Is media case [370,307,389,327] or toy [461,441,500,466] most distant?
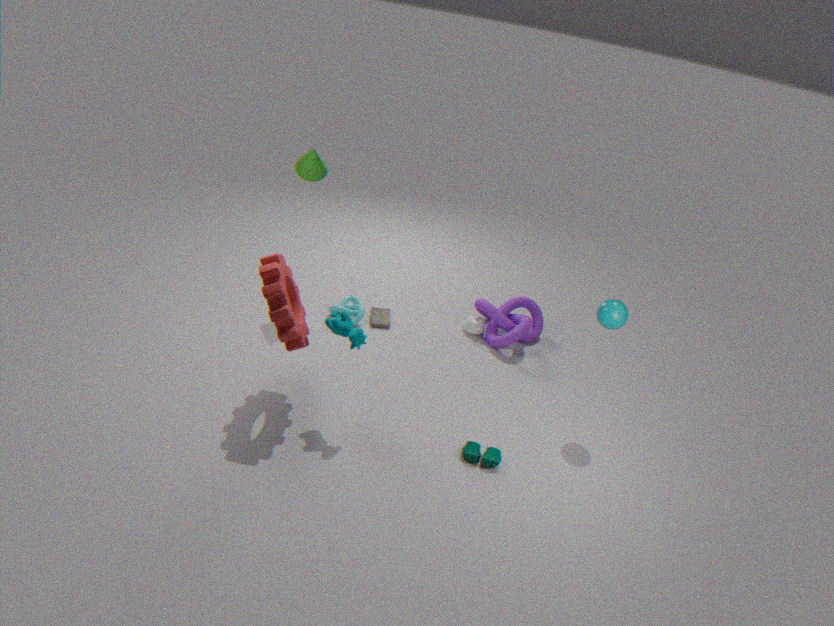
media case [370,307,389,327]
